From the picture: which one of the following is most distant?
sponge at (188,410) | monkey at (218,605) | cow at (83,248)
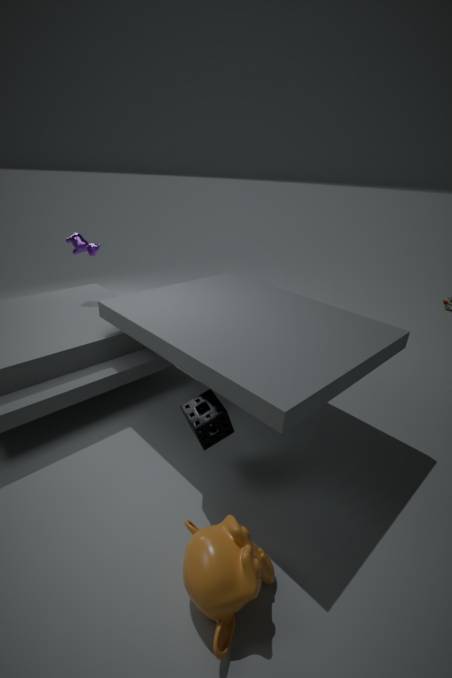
cow at (83,248)
